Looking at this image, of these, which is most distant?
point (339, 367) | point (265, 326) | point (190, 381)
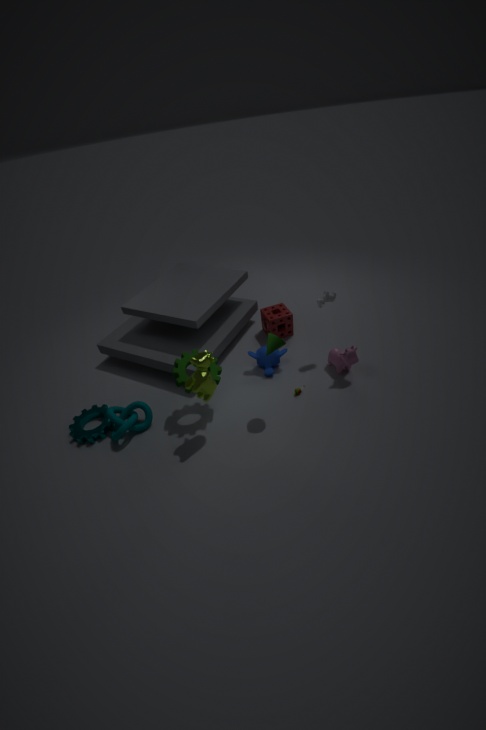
point (265, 326)
